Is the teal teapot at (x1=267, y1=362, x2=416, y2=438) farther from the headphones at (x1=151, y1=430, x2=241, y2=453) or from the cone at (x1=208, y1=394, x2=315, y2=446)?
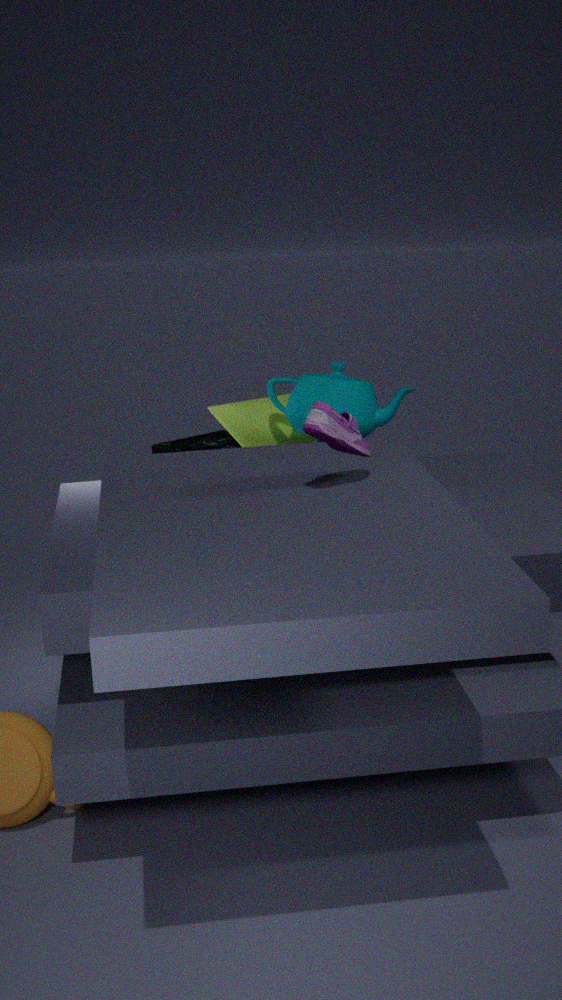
the headphones at (x1=151, y1=430, x2=241, y2=453)
